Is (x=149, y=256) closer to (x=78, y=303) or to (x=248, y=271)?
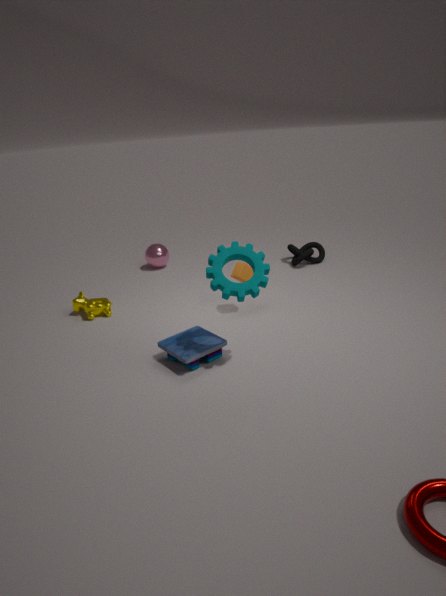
(x=78, y=303)
